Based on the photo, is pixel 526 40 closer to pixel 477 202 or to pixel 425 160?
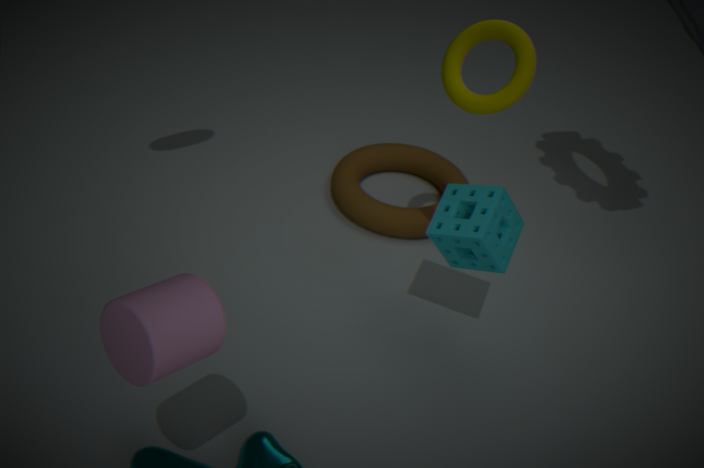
pixel 477 202
